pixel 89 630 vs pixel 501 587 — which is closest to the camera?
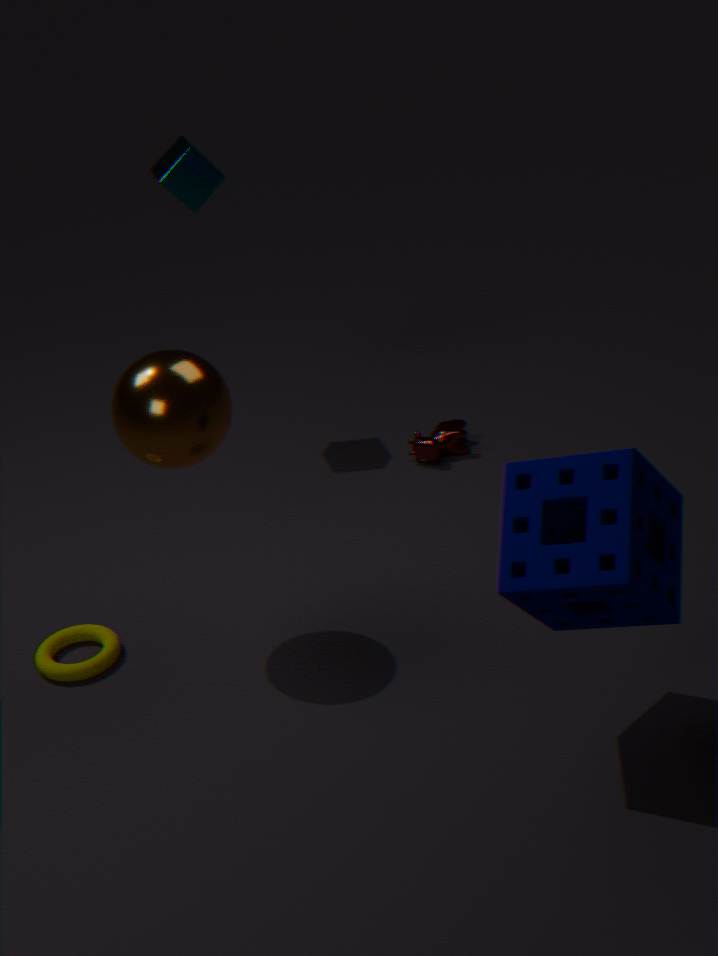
pixel 501 587
